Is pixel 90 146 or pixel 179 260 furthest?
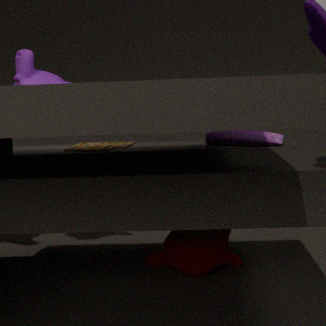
pixel 90 146
